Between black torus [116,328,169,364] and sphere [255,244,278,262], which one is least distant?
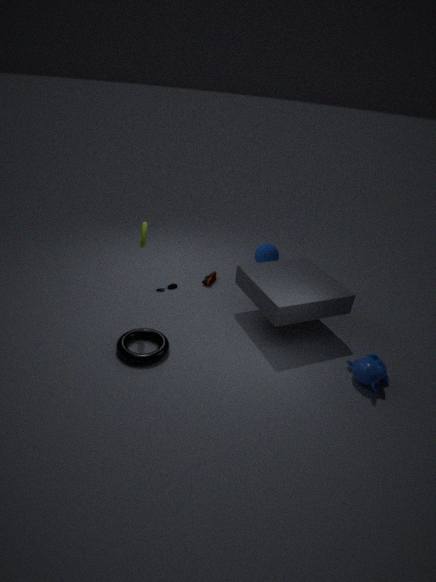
black torus [116,328,169,364]
